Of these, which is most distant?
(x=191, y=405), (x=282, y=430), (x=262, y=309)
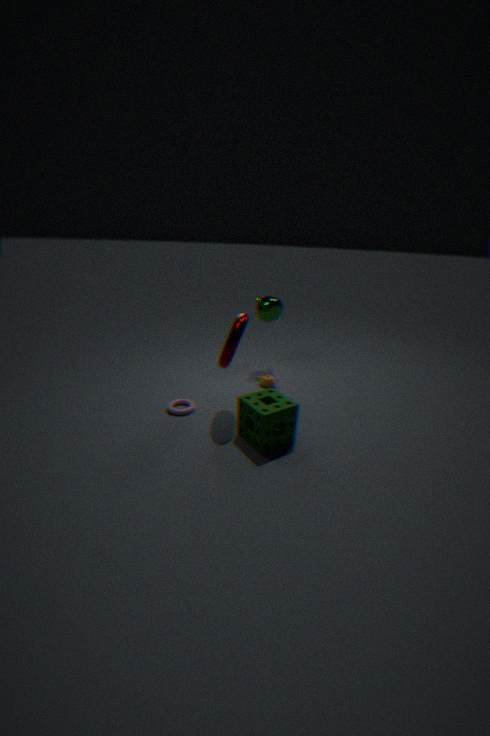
(x=262, y=309)
